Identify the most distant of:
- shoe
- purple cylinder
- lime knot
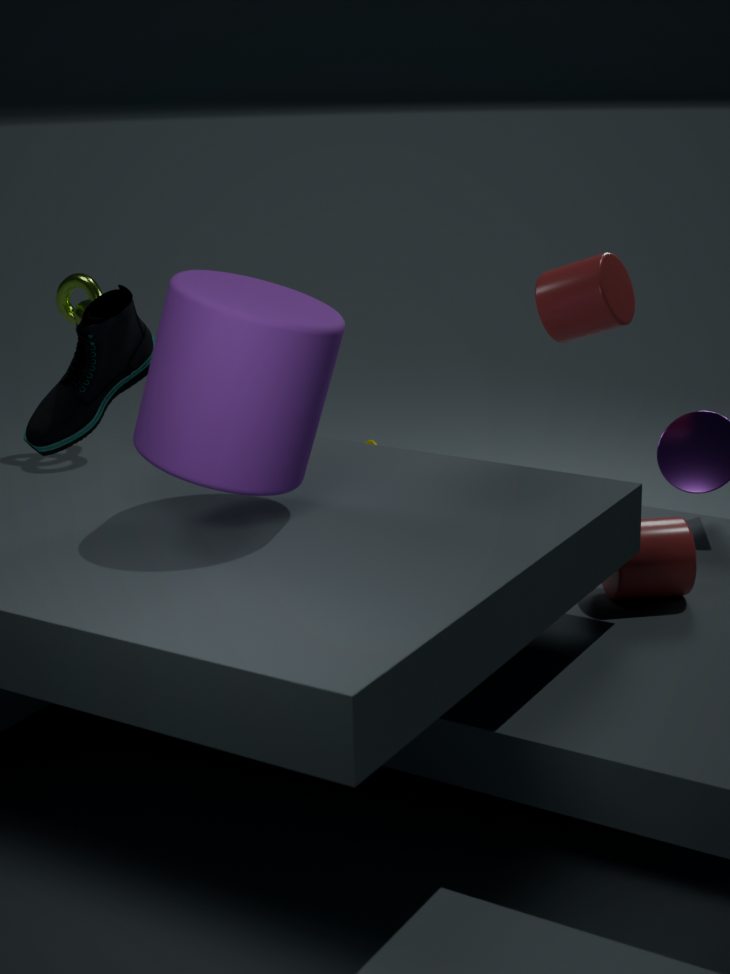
lime knot
